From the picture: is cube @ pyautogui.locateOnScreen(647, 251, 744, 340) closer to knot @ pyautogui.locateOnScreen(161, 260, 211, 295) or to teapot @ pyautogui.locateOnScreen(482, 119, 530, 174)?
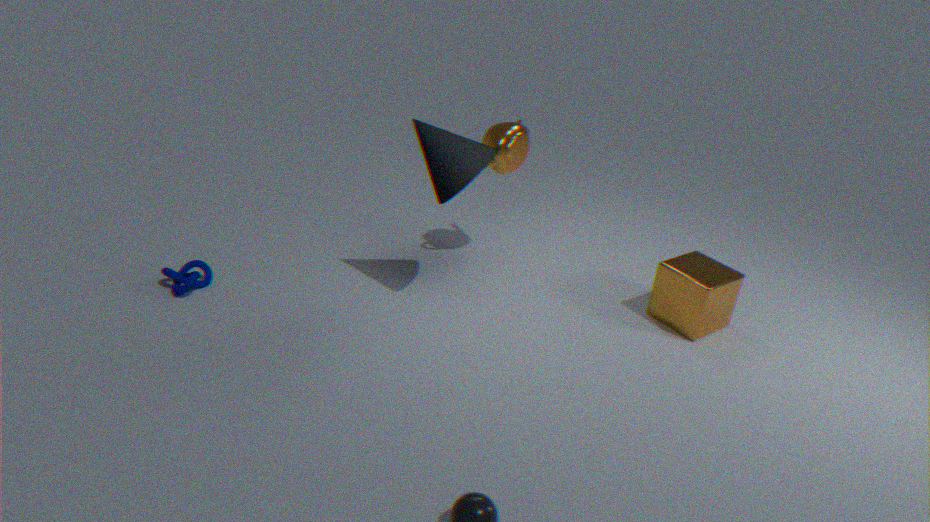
teapot @ pyautogui.locateOnScreen(482, 119, 530, 174)
